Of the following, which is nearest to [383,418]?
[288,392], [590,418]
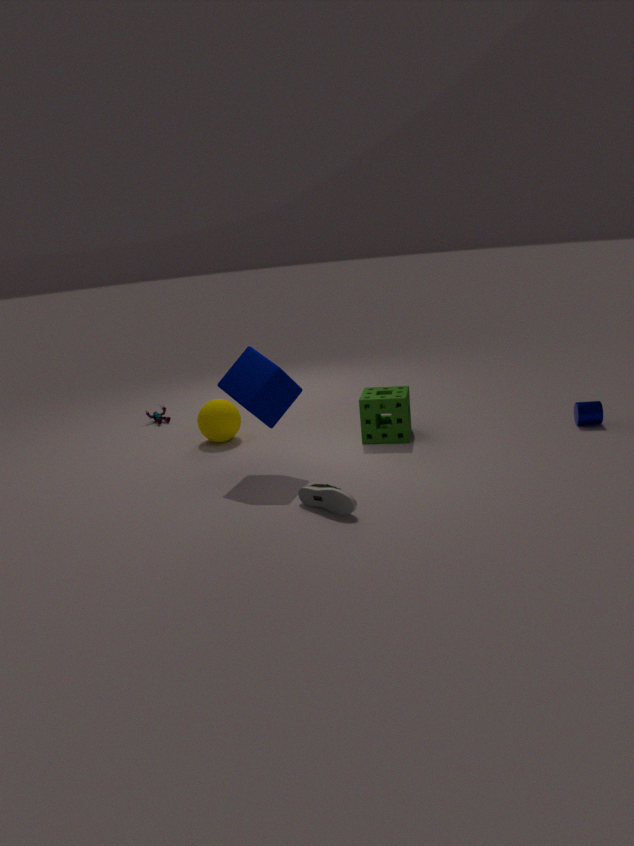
[288,392]
